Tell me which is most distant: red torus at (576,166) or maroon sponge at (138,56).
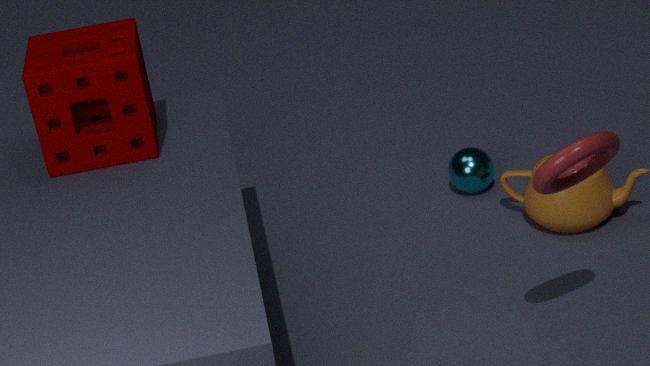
maroon sponge at (138,56)
